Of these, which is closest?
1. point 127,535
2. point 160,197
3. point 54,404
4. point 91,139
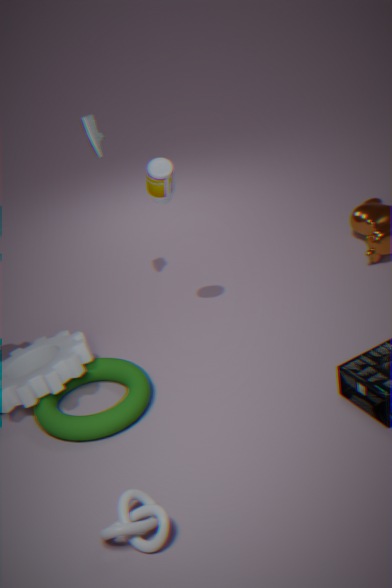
point 127,535
